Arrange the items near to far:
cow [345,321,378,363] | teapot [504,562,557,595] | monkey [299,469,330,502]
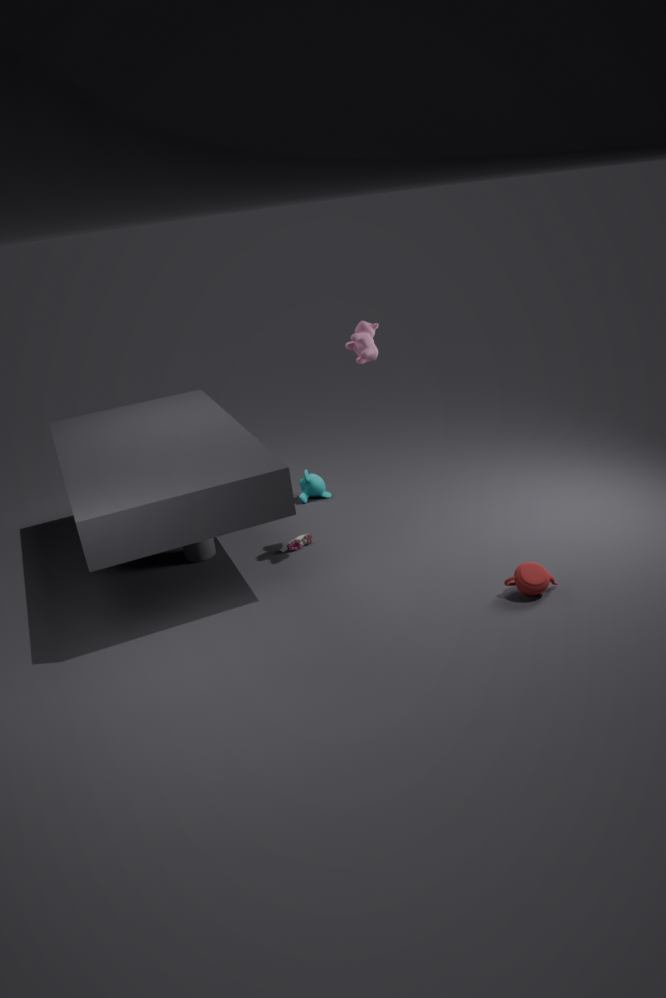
1. teapot [504,562,557,595]
2. cow [345,321,378,363]
3. monkey [299,469,330,502]
